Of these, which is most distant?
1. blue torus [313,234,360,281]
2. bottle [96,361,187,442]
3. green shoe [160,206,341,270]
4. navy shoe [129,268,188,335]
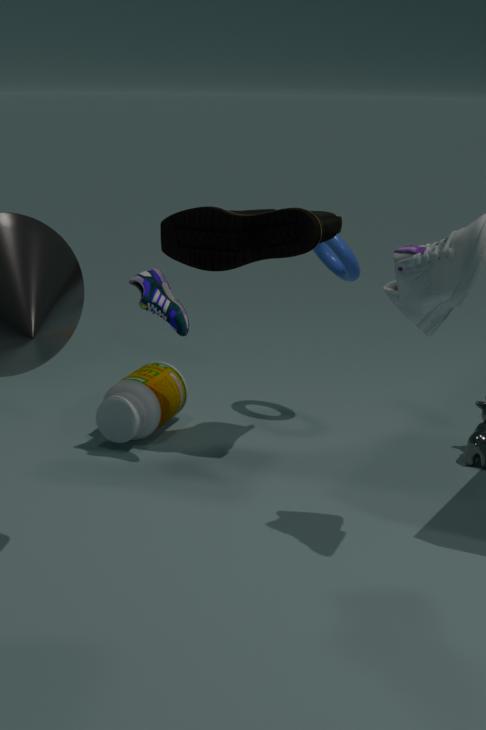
bottle [96,361,187,442]
